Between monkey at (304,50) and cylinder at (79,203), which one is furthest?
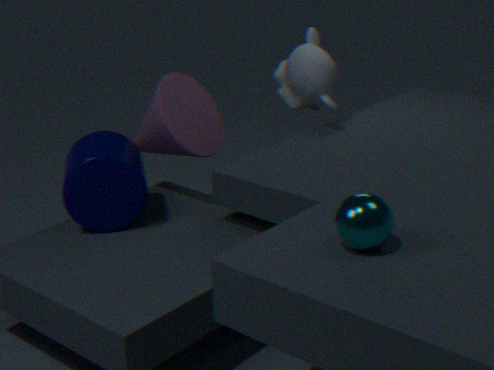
monkey at (304,50)
